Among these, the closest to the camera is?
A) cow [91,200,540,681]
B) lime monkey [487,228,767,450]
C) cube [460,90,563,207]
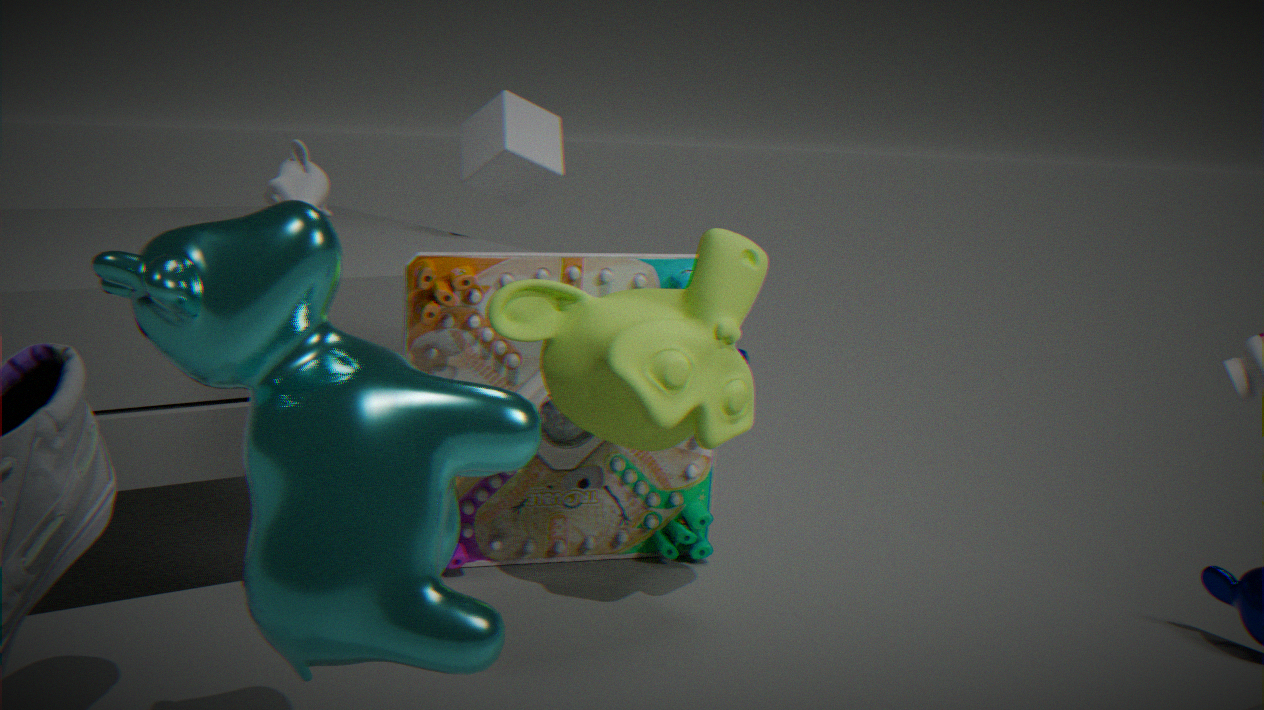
cow [91,200,540,681]
